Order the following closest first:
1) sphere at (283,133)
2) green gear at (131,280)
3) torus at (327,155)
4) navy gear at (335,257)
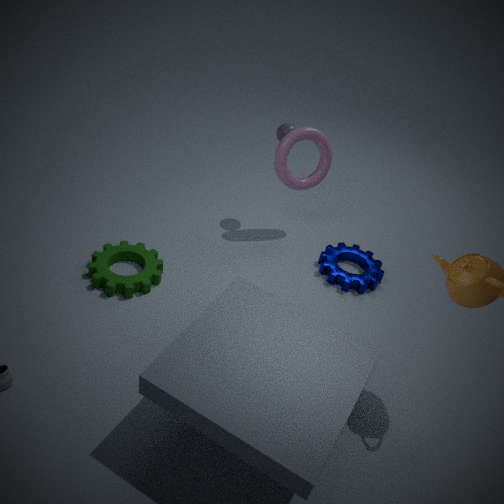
2. green gear at (131,280)
4. navy gear at (335,257)
3. torus at (327,155)
1. sphere at (283,133)
